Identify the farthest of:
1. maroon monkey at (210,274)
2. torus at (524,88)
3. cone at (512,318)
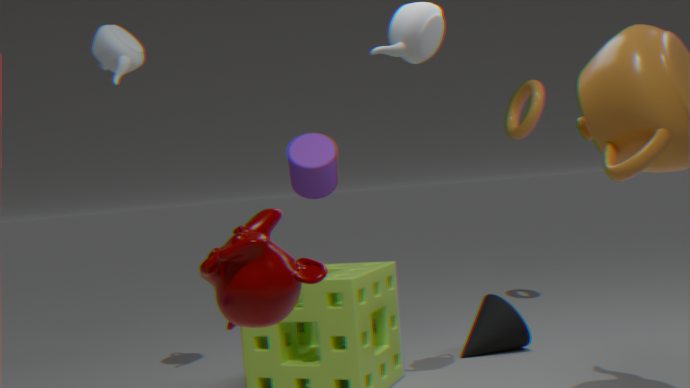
torus at (524,88)
